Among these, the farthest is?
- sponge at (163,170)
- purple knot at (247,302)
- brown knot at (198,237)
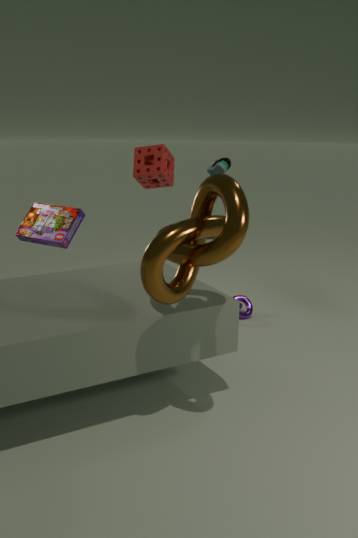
purple knot at (247,302)
